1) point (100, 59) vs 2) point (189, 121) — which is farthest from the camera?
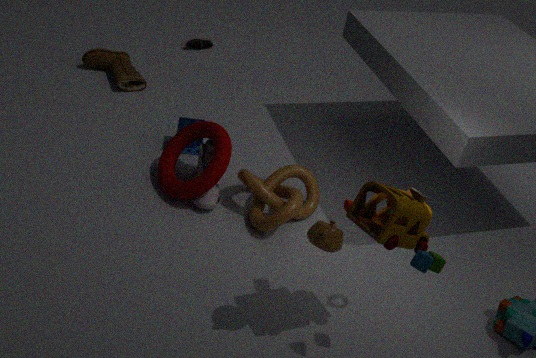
1. point (100, 59)
